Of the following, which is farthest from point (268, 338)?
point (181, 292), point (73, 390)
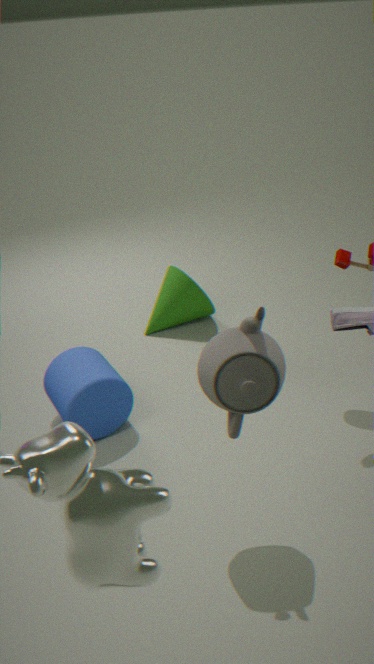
point (181, 292)
